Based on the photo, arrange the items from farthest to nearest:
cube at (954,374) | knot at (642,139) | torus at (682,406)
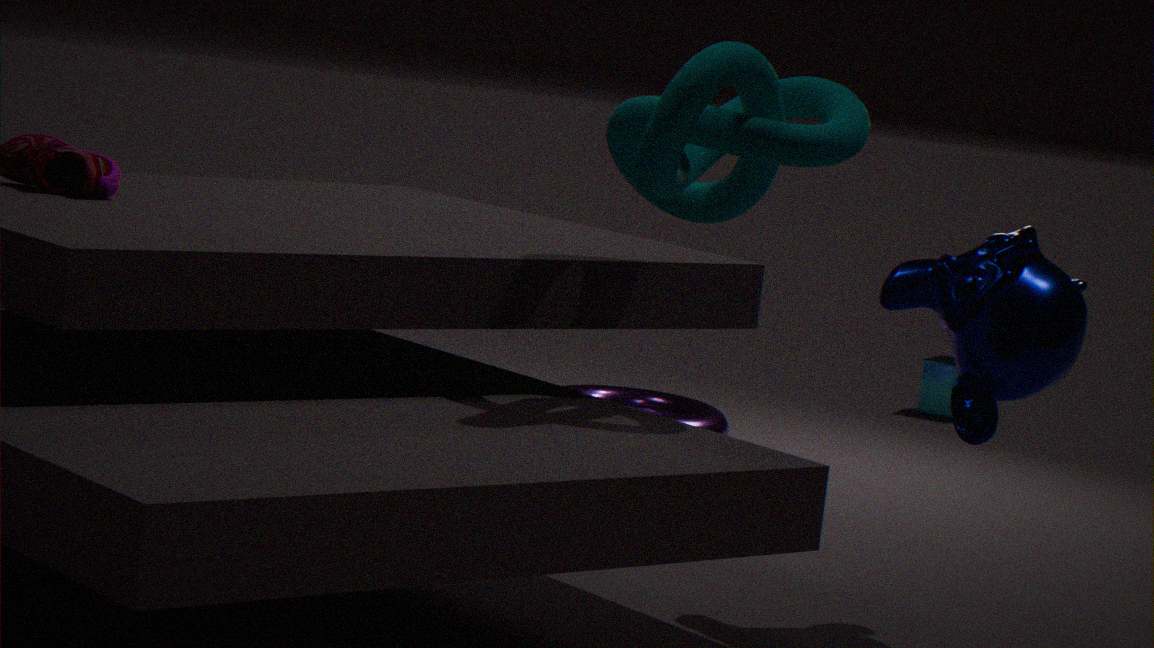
1. cube at (954,374)
2. torus at (682,406)
3. knot at (642,139)
